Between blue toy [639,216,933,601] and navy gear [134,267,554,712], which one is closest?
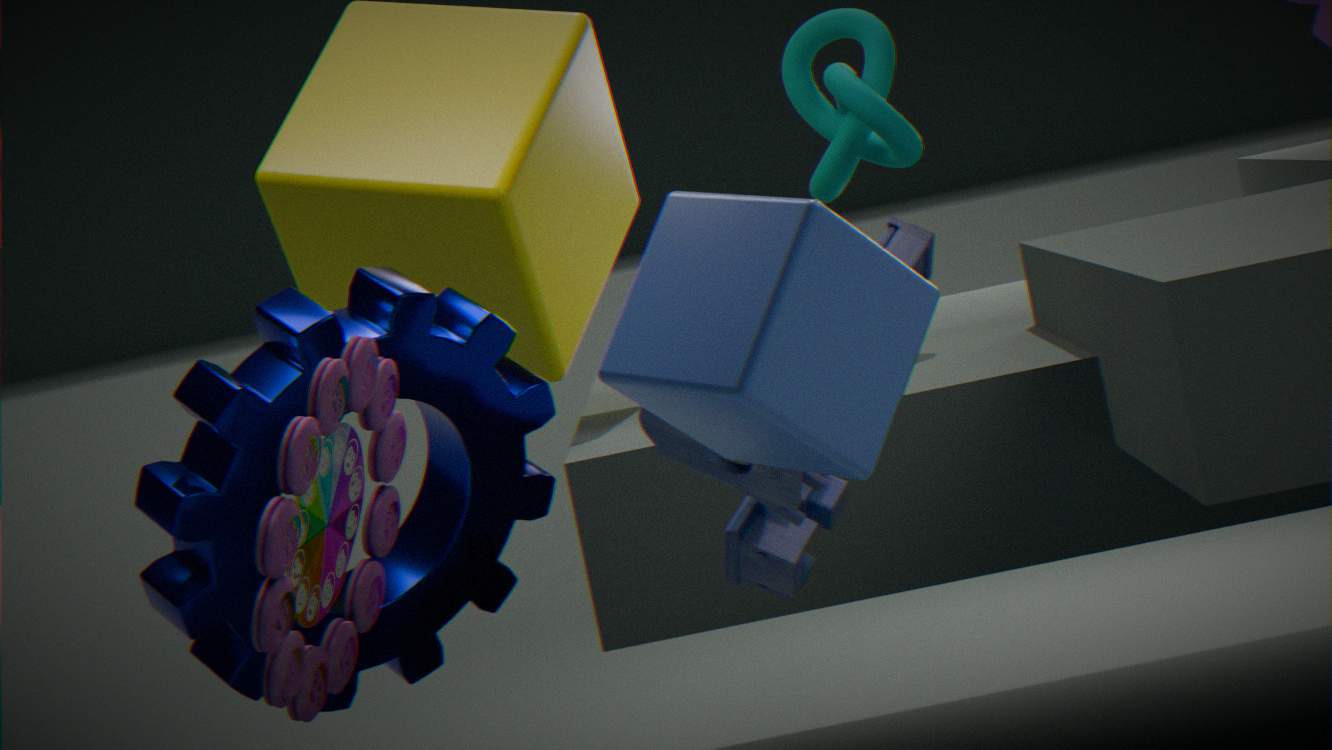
blue toy [639,216,933,601]
